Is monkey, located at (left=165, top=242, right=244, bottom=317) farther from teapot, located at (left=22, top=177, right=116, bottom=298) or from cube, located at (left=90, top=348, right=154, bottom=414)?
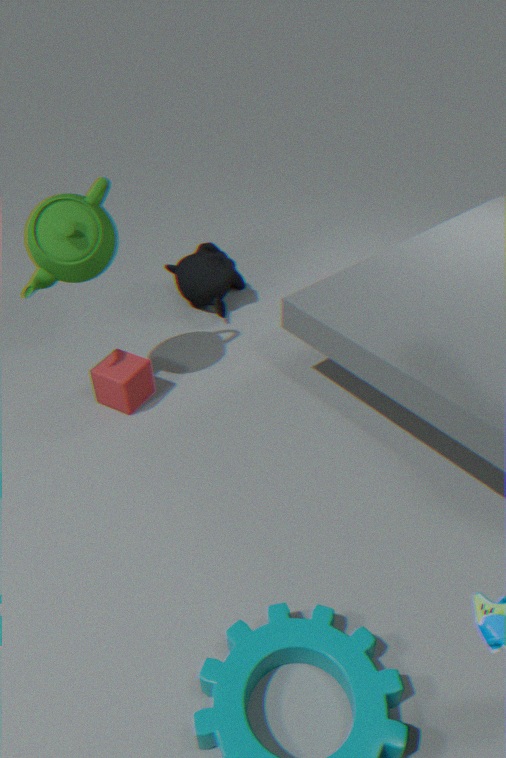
teapot, located at (left=22, top=177, right=116, bottom=298)
